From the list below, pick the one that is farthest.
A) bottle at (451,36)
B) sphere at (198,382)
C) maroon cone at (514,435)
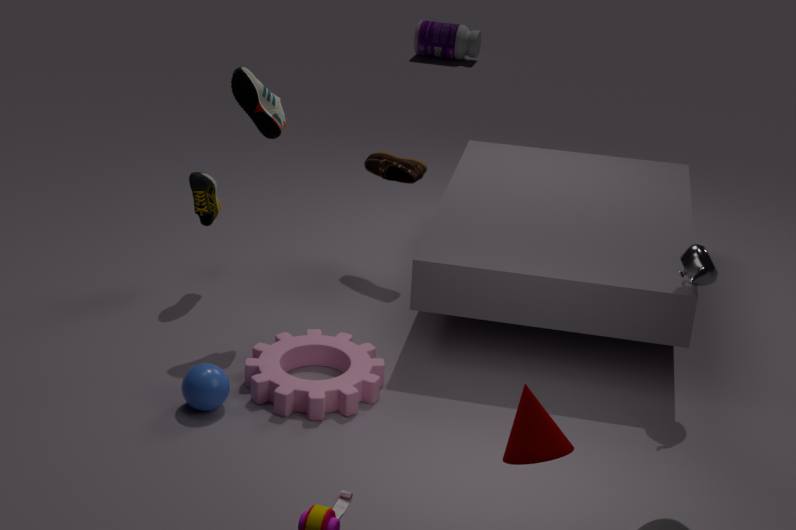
bottle at (451,36)
